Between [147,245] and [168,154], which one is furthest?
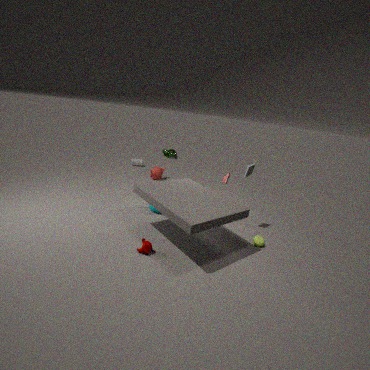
[168,154]
